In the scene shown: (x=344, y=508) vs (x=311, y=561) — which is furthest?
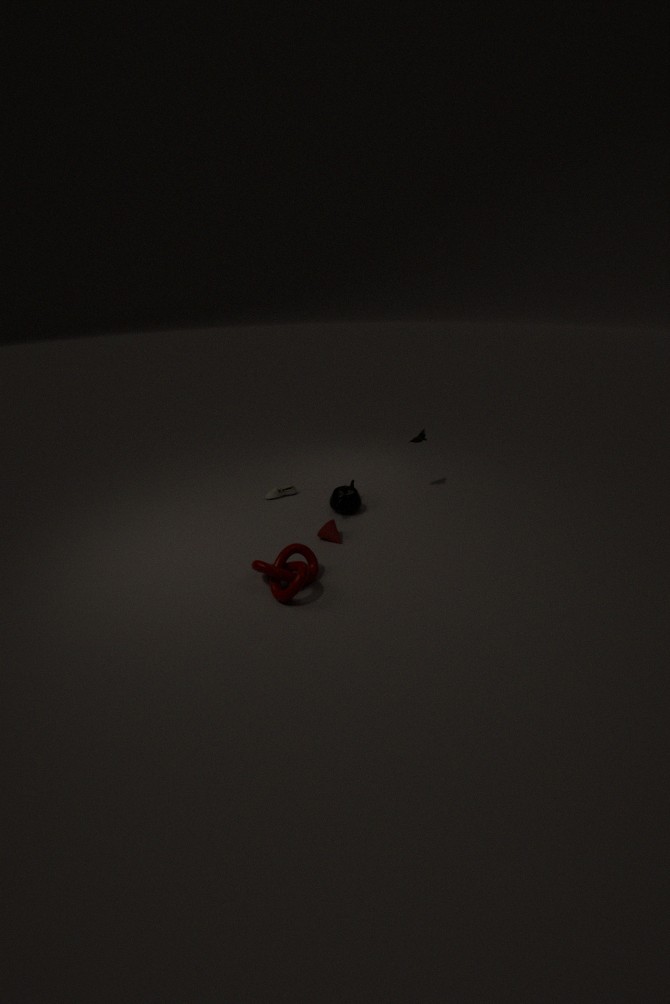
(x=344, y=508)
